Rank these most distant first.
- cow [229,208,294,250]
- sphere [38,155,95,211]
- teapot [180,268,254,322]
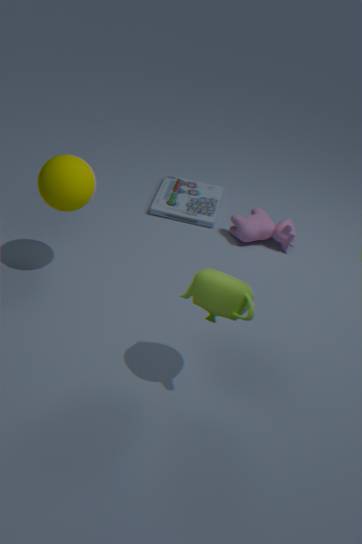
cow [229,208,294,250] → sphere [38,155,95,211] → teapot [180,268,254,322]
